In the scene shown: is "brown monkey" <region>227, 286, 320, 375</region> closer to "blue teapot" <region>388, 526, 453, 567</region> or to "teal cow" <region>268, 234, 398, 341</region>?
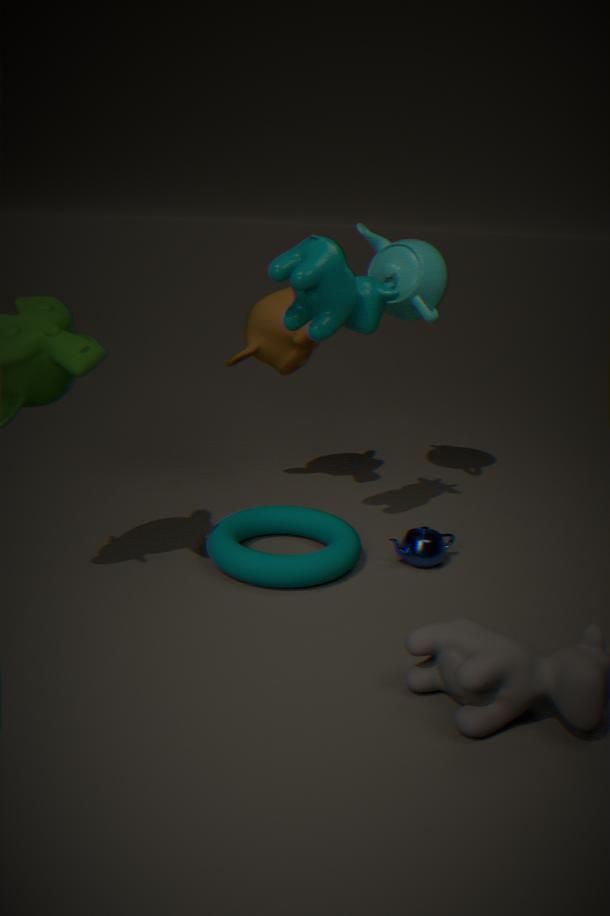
"teal cow" <region>268, 234, 398, 341</region>
